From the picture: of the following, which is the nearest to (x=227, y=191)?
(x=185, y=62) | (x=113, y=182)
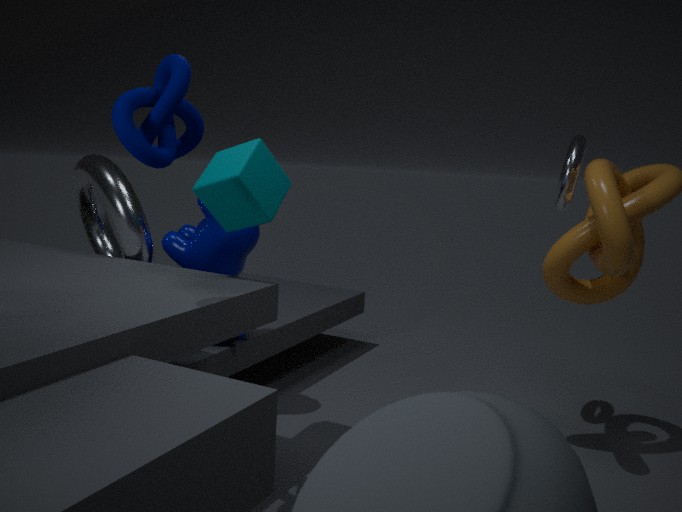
(x=185, y=62)
